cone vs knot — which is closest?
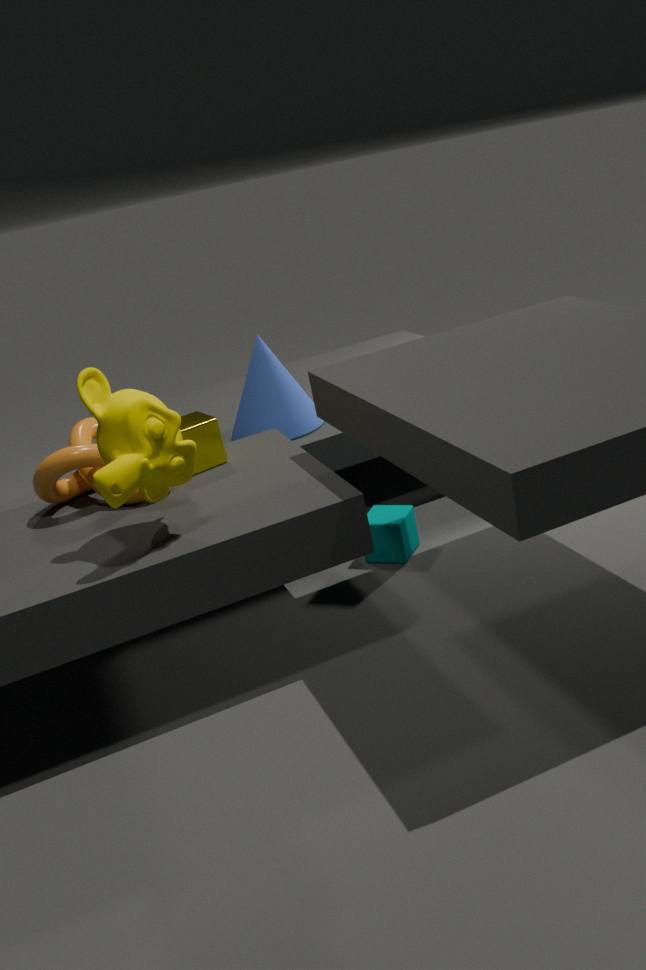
knot
